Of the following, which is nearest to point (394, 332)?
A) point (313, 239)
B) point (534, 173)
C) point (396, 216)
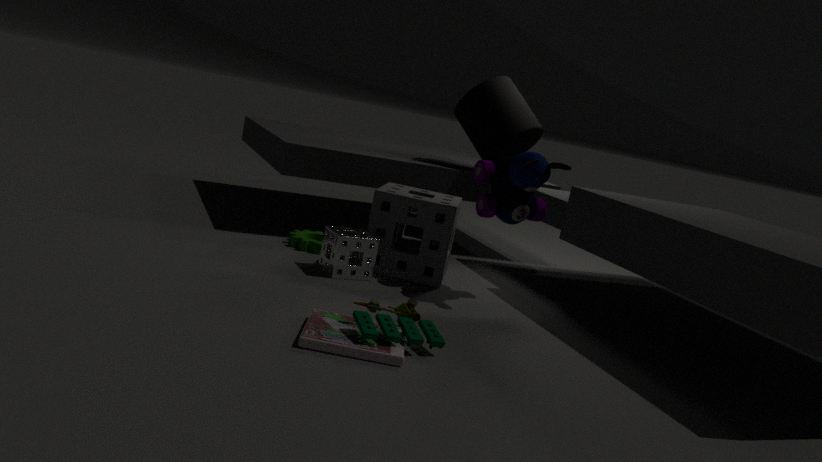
point (534, 173)
